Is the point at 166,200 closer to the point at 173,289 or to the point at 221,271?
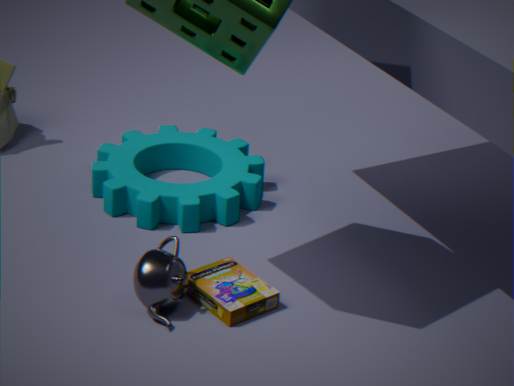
the point at 221,271
